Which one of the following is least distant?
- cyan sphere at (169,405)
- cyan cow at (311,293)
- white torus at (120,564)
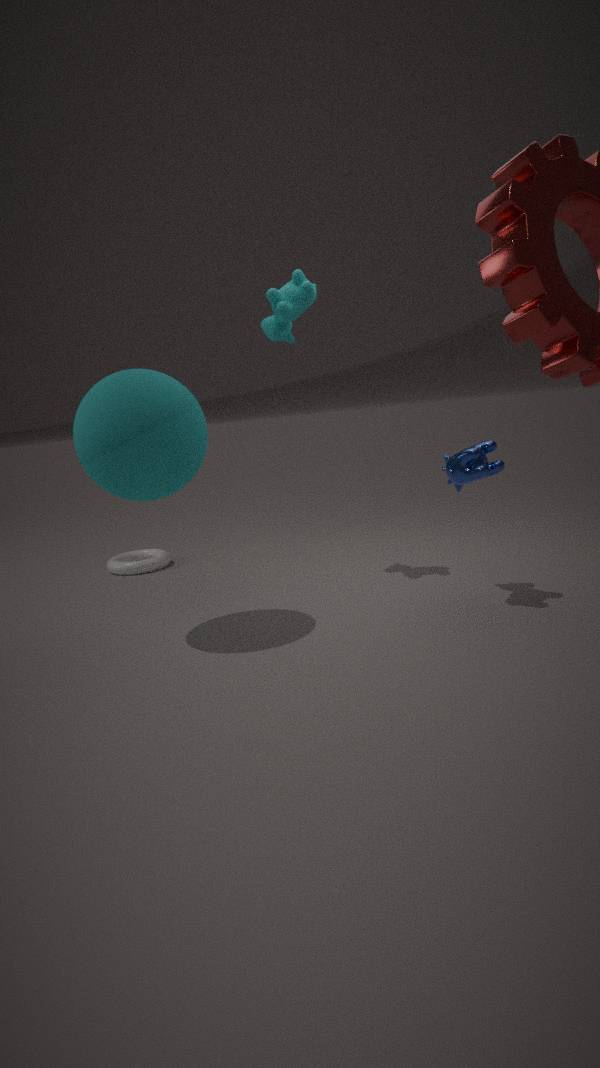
cyan sphere at (169,405)
